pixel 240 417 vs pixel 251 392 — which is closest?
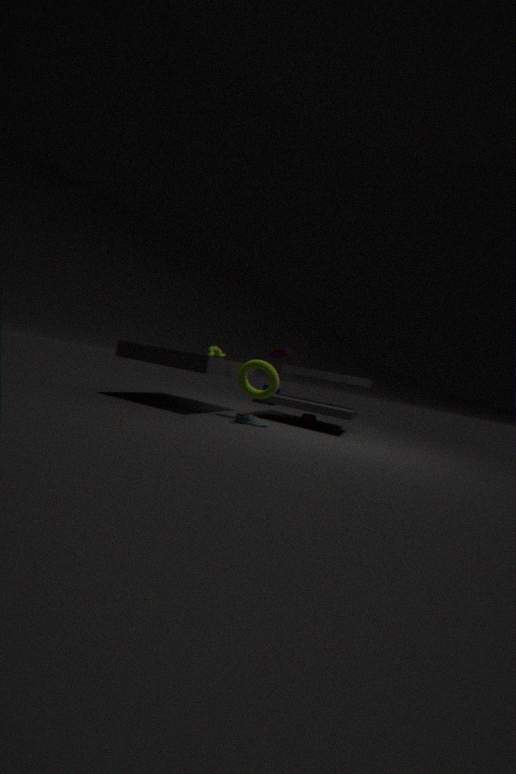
pixel 240 417
